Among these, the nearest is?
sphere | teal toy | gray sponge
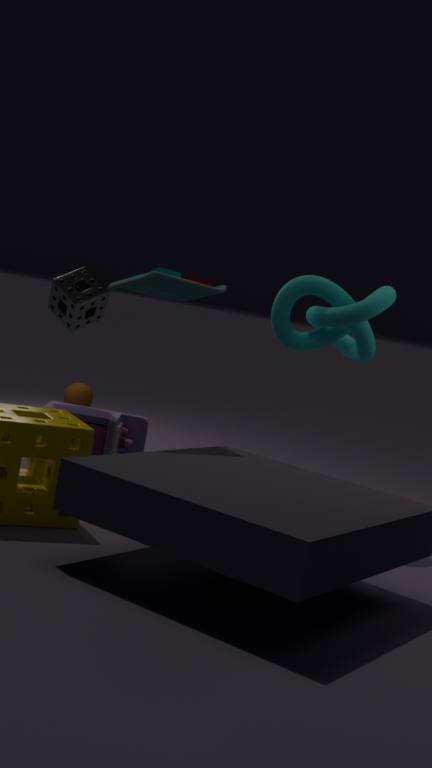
teal toy
